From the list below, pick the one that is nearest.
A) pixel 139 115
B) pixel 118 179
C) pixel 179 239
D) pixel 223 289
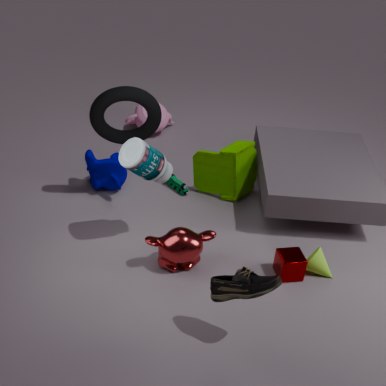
pixel 223 289
